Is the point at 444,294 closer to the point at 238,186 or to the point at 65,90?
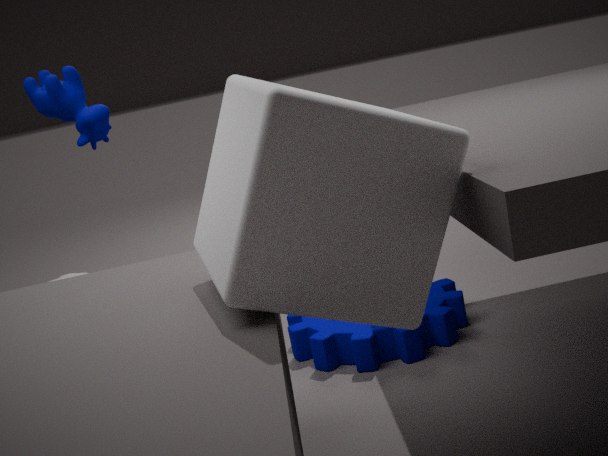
the point at 238,186
